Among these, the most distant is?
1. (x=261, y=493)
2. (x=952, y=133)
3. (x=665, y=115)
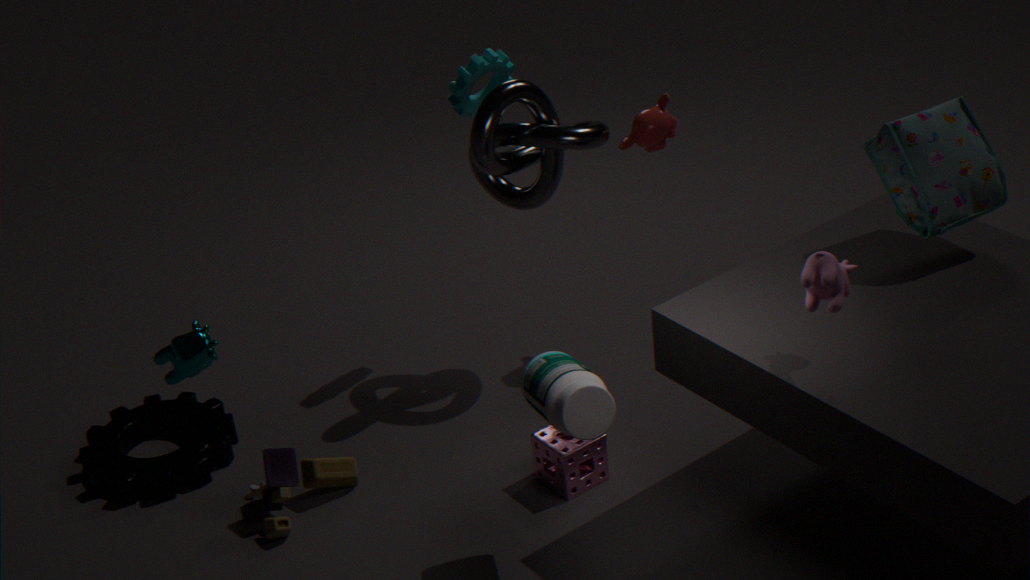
(x=665, y=115)
